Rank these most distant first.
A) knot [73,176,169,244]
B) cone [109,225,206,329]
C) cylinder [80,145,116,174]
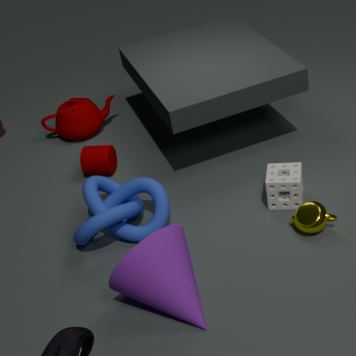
cylinder [80,145,116,174] → knot [73,176,169,244] → cone [109,225,206,329]
